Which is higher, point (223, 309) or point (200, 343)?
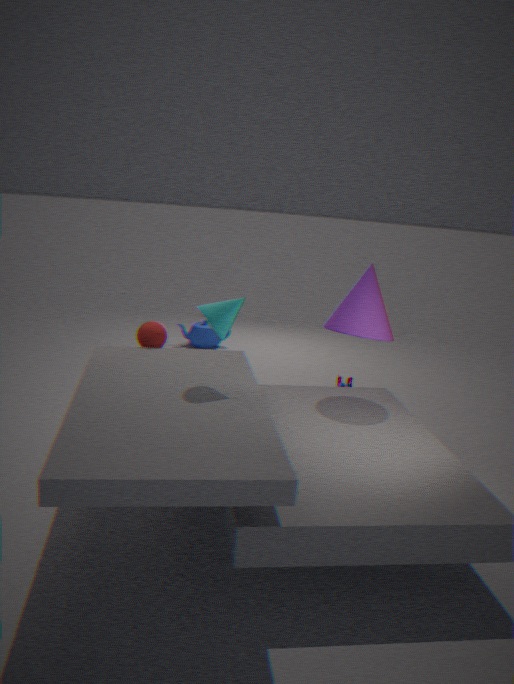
point (223, 309)
